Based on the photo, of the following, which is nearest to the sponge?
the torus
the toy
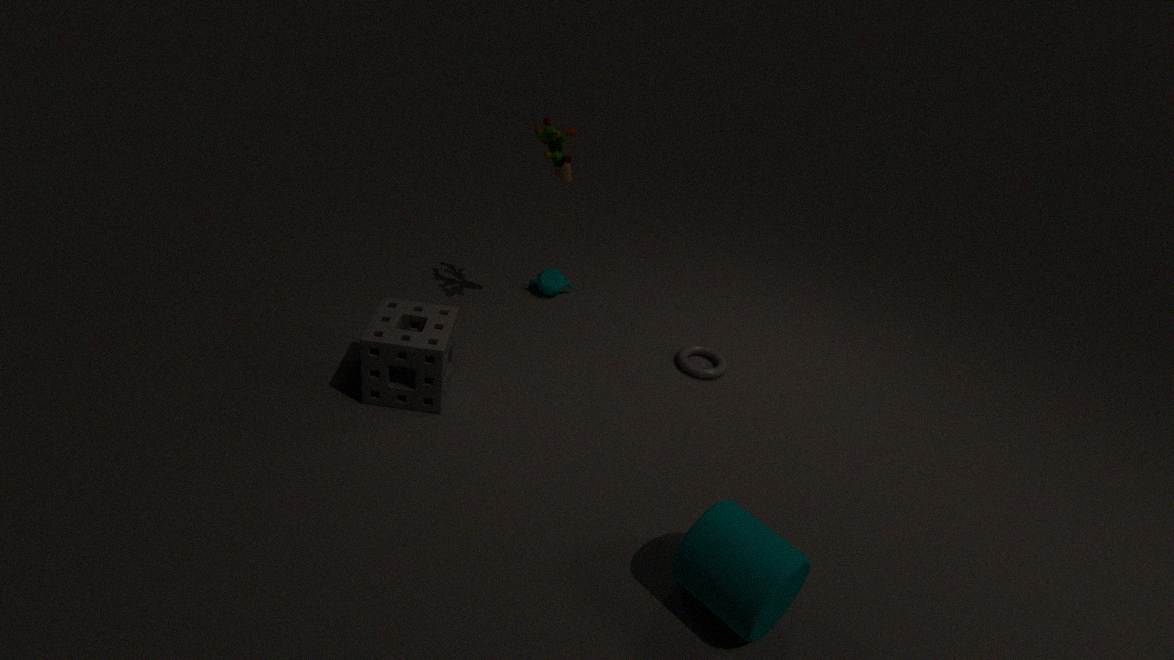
the toy
